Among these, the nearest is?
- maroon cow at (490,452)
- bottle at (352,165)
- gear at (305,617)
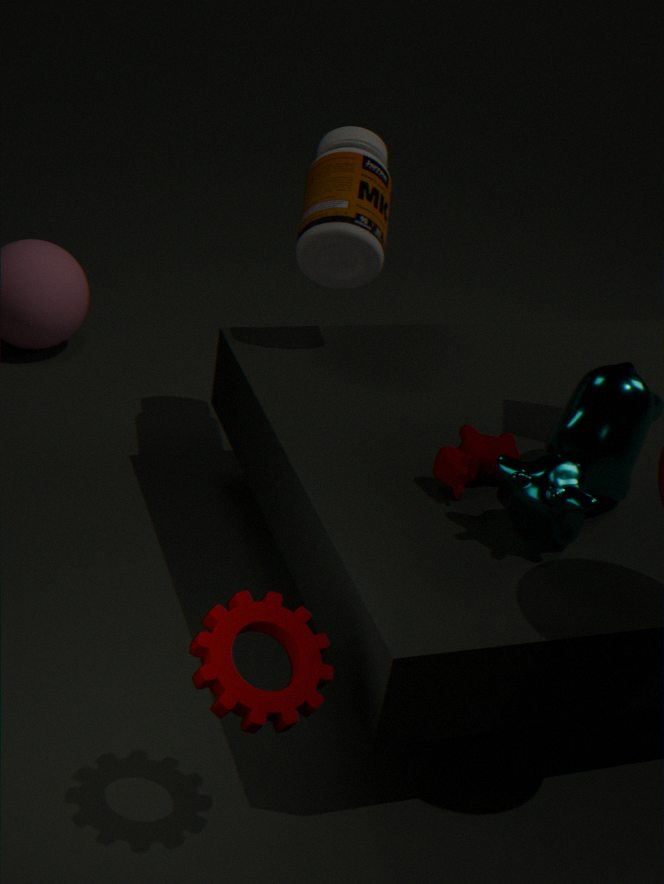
gear at (305,617)
